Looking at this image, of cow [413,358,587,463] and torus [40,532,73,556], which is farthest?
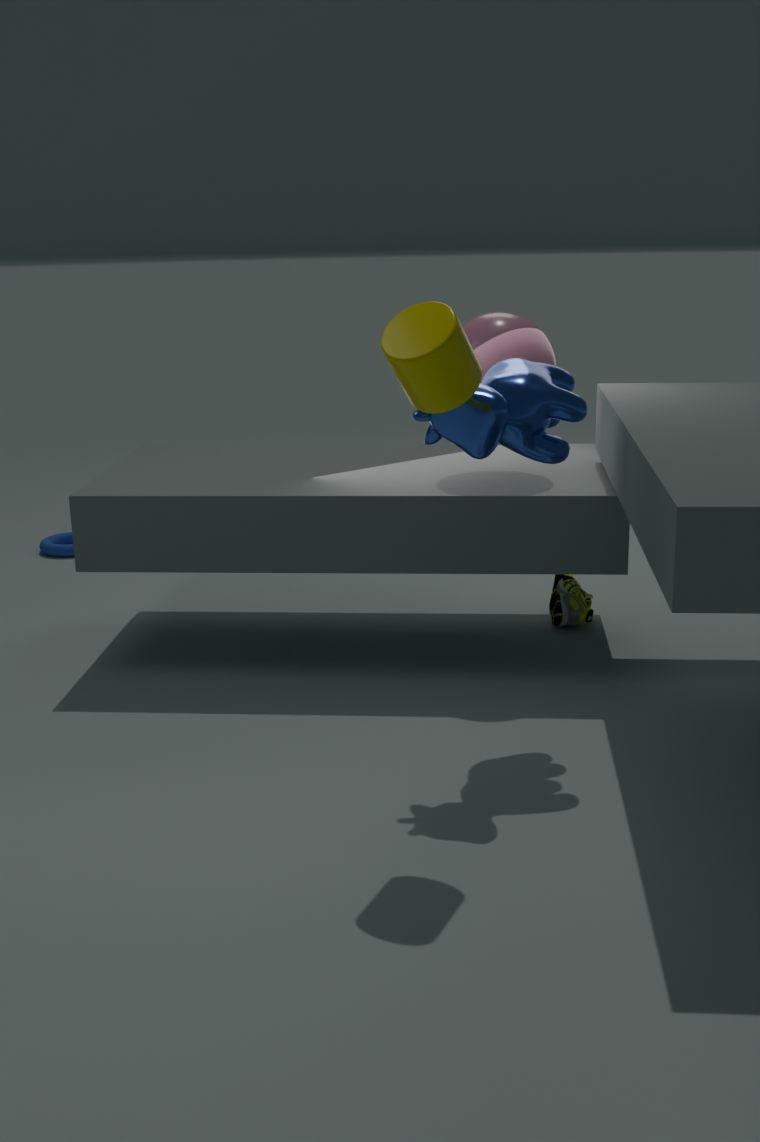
torus [40,532,73,556]
